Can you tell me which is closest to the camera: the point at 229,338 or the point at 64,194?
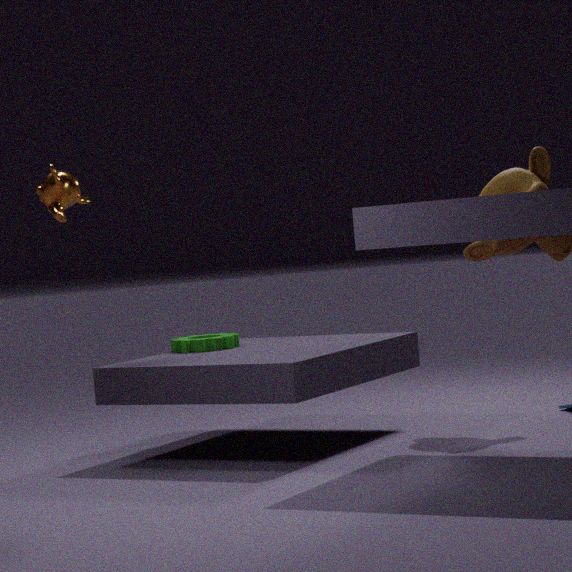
the point at 64,194
